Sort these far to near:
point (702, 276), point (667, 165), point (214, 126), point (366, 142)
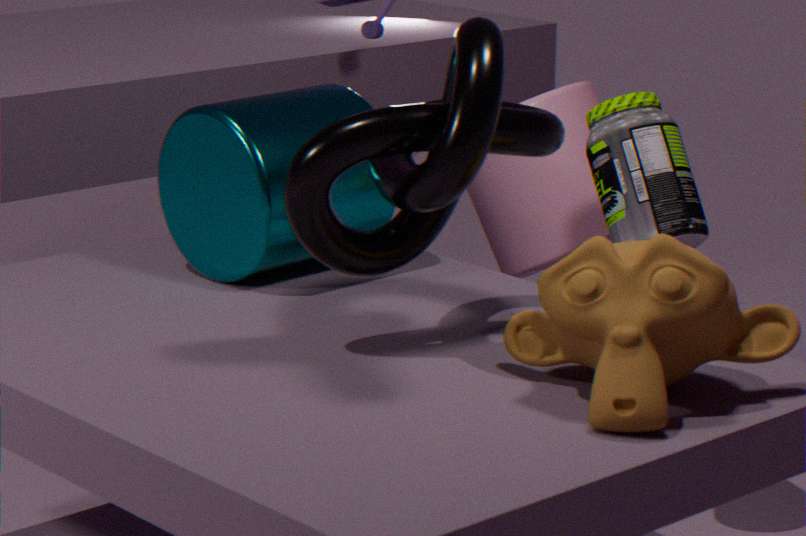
point (667, 165) → point (214, 126) → point (366, 142) → point (702, 276)
